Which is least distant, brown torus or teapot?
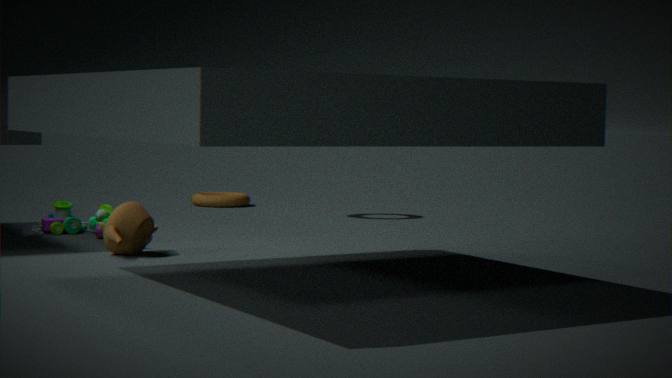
teapot
